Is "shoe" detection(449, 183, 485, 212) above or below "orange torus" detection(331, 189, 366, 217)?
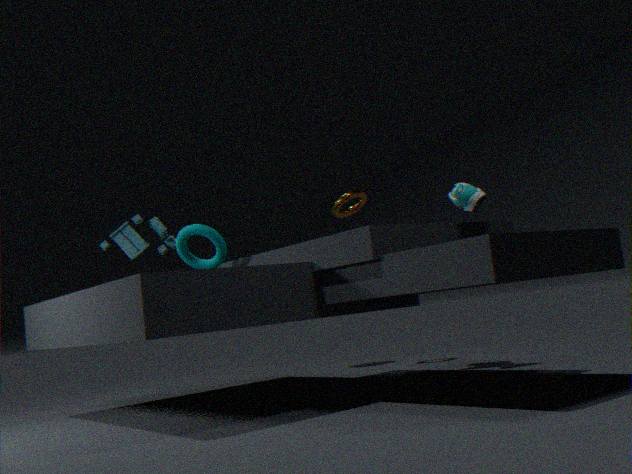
below
